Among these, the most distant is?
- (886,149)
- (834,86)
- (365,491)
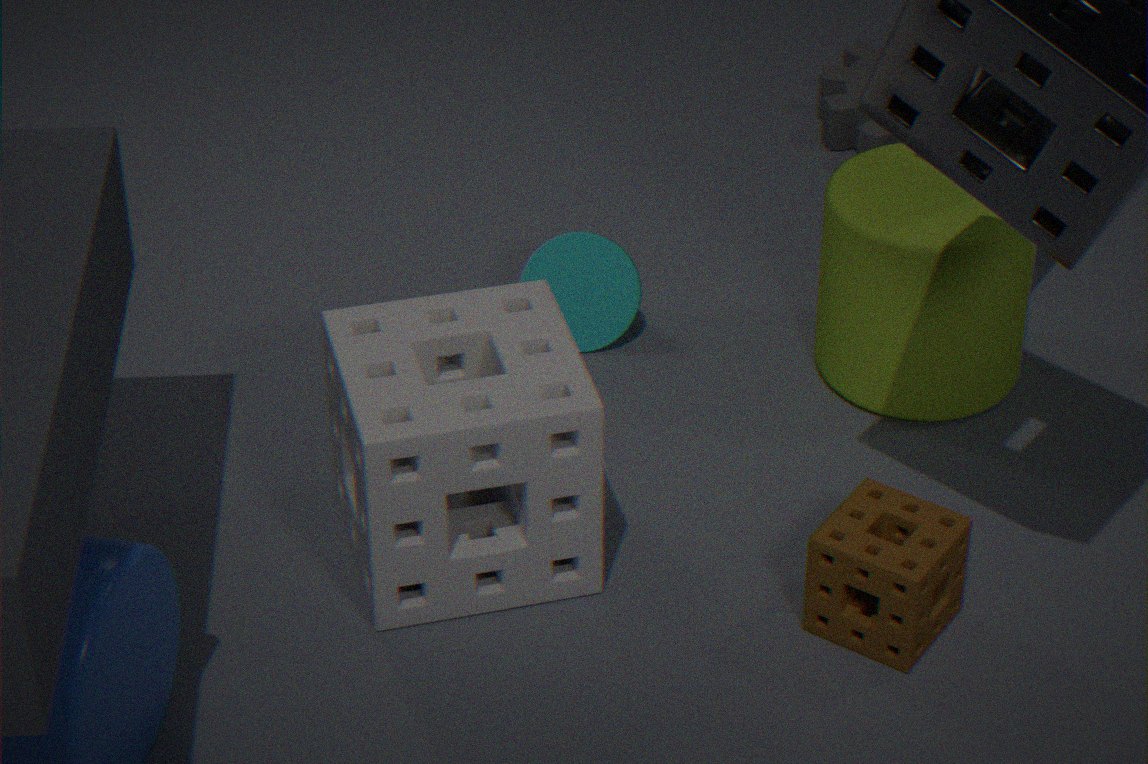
(834,86)
